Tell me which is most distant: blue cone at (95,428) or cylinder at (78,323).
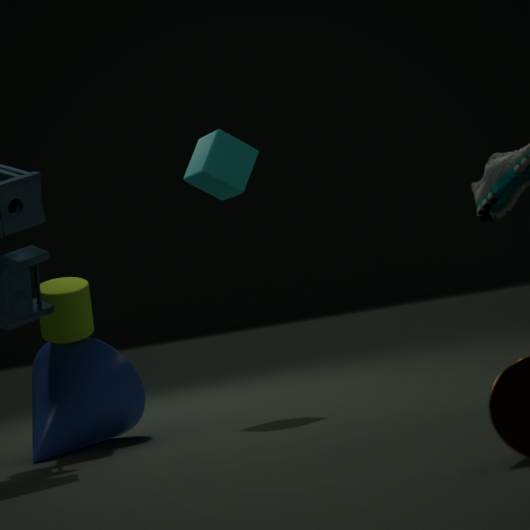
cylinder at (78,323)
